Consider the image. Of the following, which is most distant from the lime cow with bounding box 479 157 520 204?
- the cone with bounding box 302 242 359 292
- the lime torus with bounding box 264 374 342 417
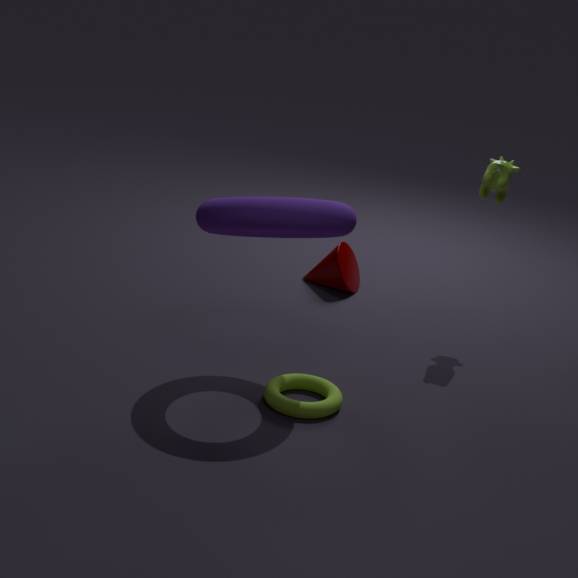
the lime torus with bounding box 264 374 342 417
